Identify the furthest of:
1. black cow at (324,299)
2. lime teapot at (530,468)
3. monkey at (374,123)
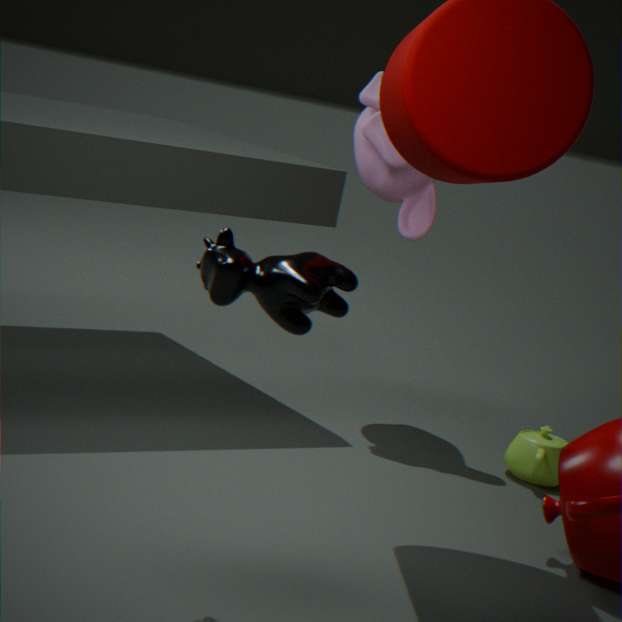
monkey at (374,123)
